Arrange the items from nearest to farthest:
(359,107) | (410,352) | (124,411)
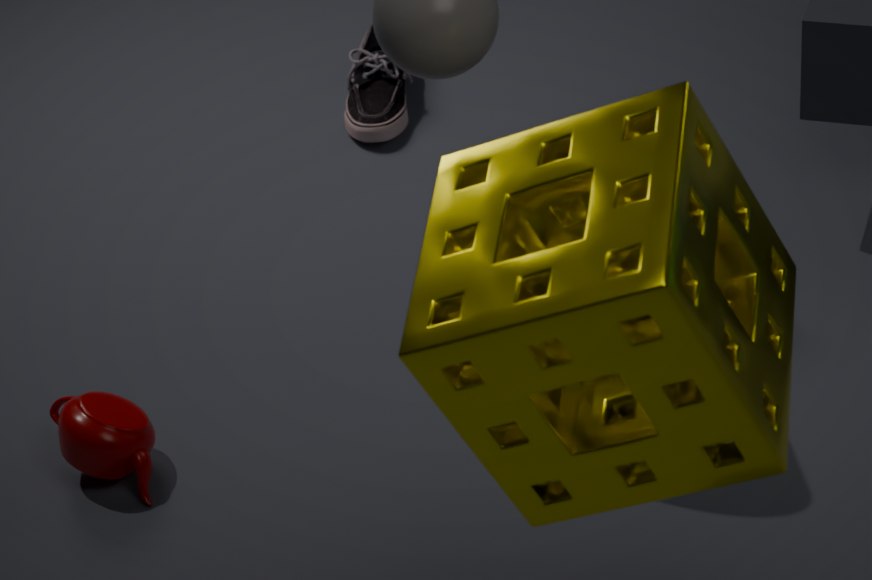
1. (410,352)
2. (124,411)
3. (359,107)
